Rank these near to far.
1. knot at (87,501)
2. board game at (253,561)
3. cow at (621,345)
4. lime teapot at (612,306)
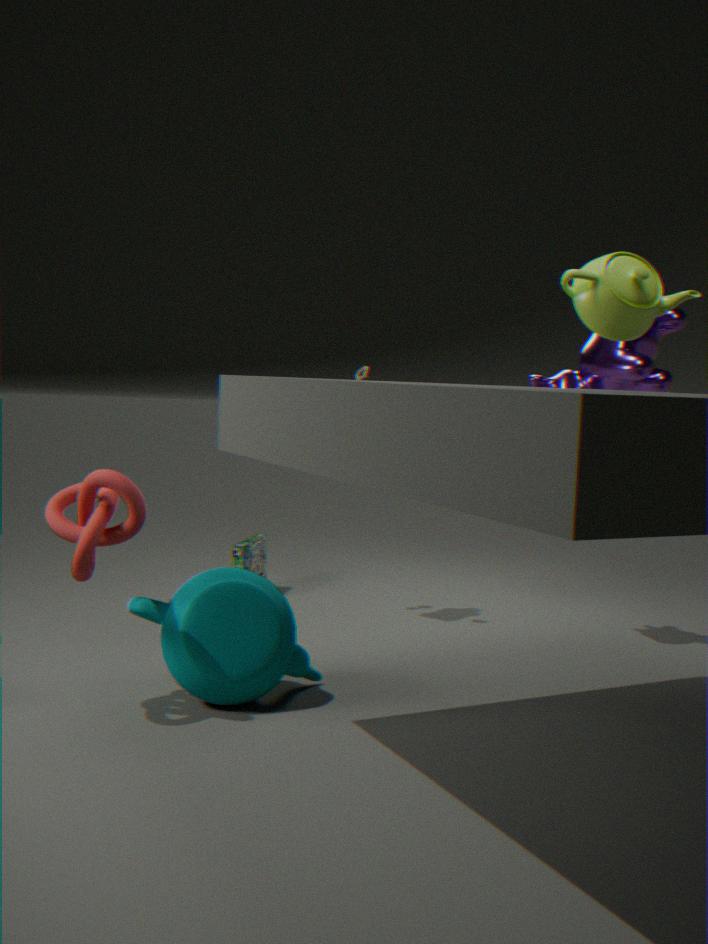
lime teapot at (612,306) < knot at (87,501) < cow at (621,345) < board game at (253,561)
